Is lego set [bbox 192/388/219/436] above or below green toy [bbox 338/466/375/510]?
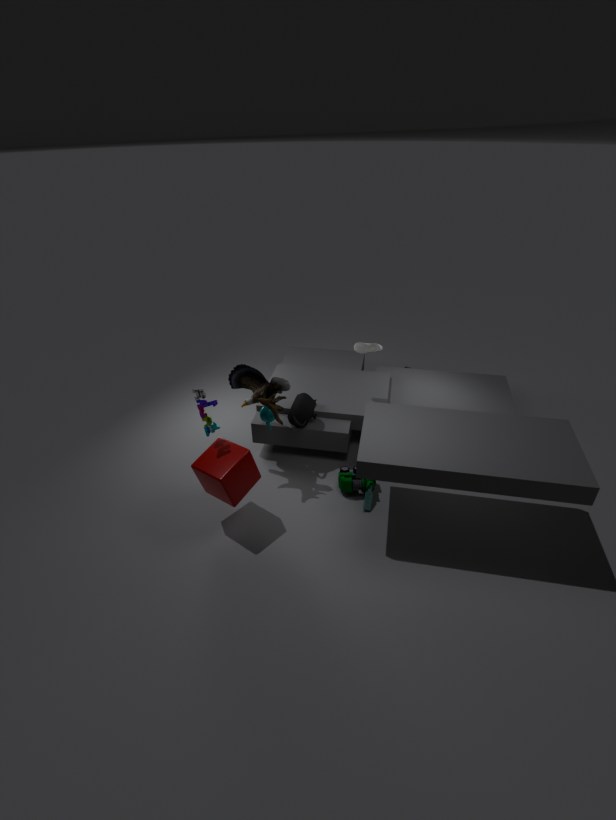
above
